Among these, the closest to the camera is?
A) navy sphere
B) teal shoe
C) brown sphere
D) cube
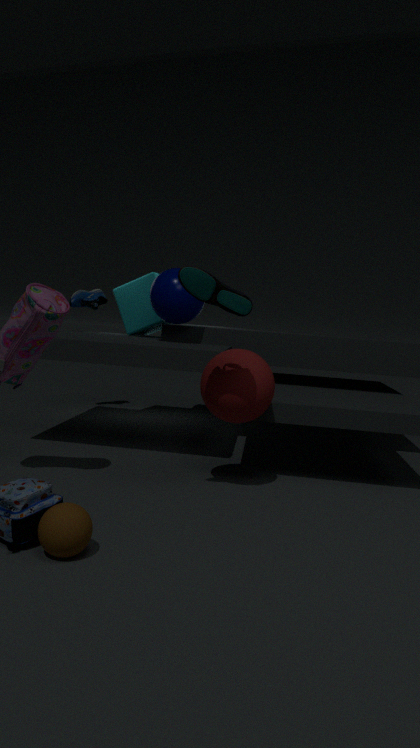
brown sphere
